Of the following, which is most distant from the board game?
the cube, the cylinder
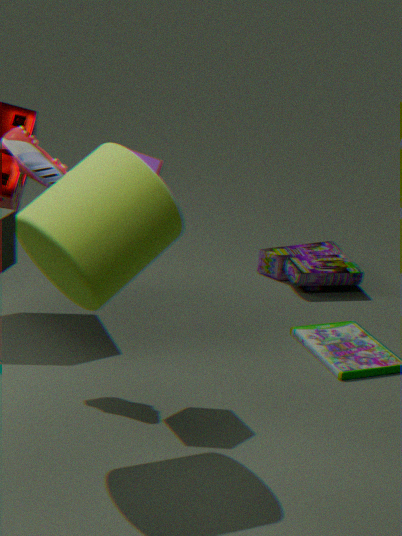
the cylinder
